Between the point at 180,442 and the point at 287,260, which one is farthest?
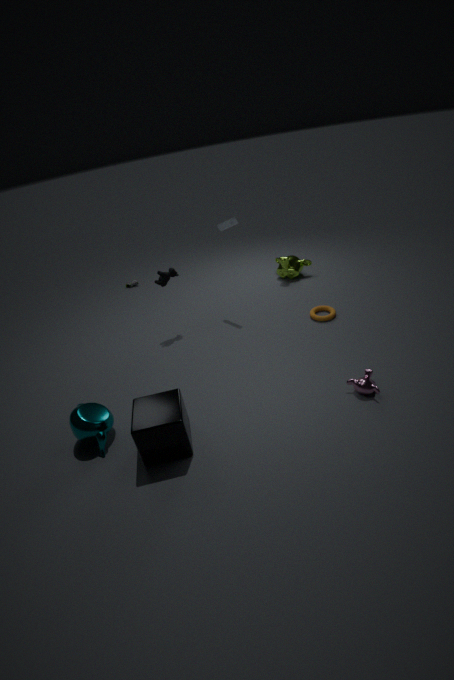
the point at 287,260
